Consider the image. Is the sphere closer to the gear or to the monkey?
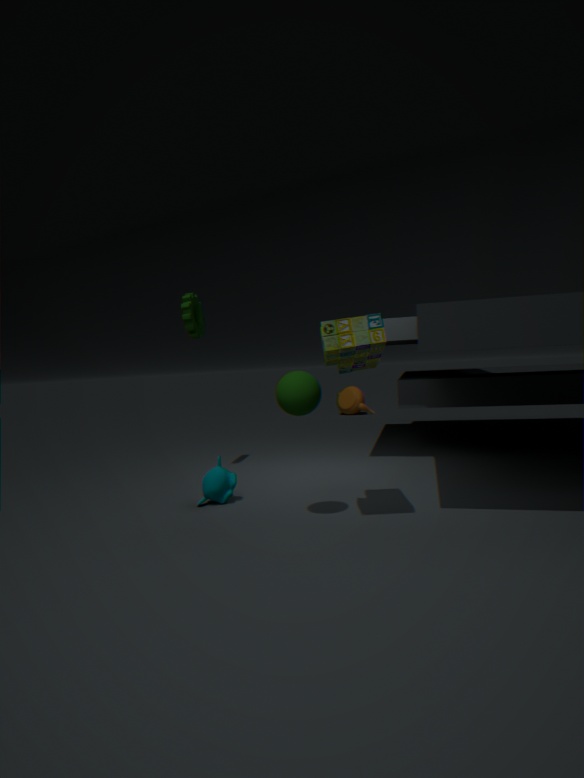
the monkey
